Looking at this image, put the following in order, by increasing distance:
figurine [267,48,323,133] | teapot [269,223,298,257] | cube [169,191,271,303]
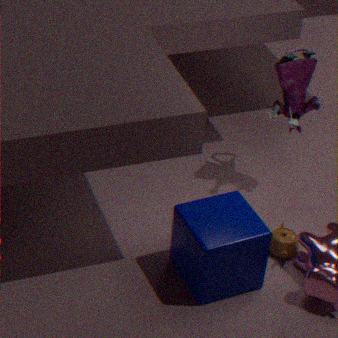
cube [169,191,271,303]
teapot [269,223,298,257]
figurine [267,48,323,133]
